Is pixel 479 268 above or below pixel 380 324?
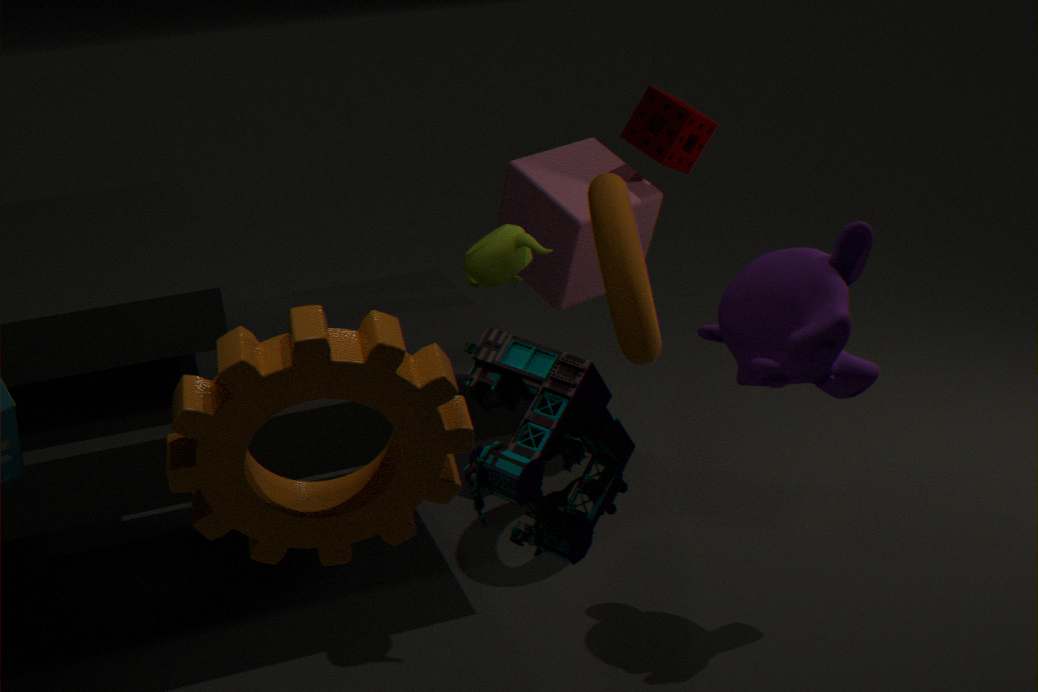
above
